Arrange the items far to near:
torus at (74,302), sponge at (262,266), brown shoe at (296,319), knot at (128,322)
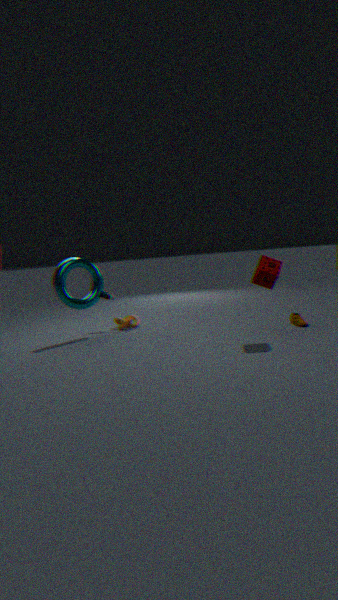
knot at (128,322)
torus at (74,302)
brown shoe at (296,319)
sponge at (262,266)
